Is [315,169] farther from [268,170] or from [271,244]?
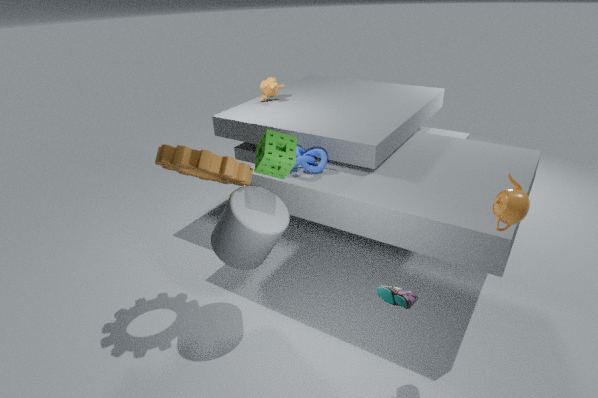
[271,244]
